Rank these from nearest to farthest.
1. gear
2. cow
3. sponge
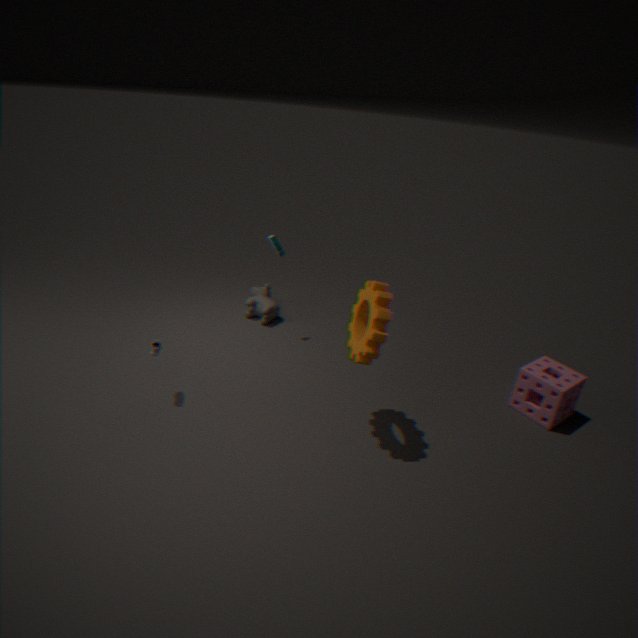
1. gear
2. sponge
3. cow
